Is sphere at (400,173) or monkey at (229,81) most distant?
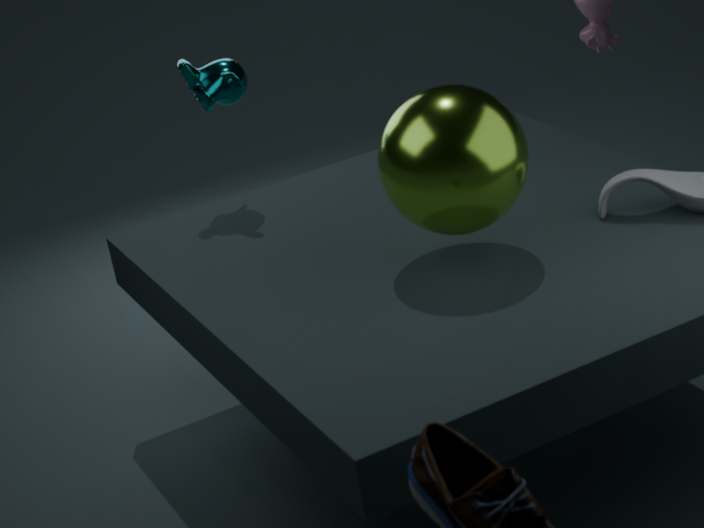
monkey at (229,81)
